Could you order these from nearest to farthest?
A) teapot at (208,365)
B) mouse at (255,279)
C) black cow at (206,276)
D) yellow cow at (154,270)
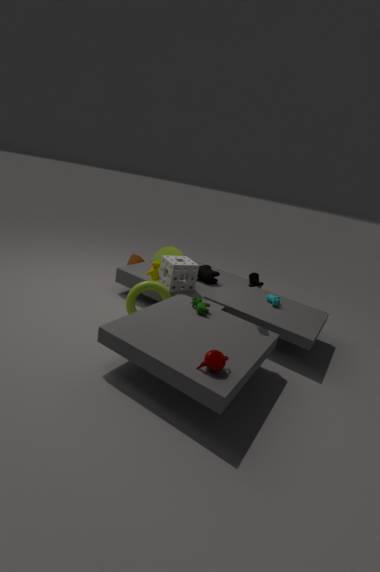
teapot at (208,365)
mouse at (255,279)
yellow cow at (154,270)
black cow at (206,276)
